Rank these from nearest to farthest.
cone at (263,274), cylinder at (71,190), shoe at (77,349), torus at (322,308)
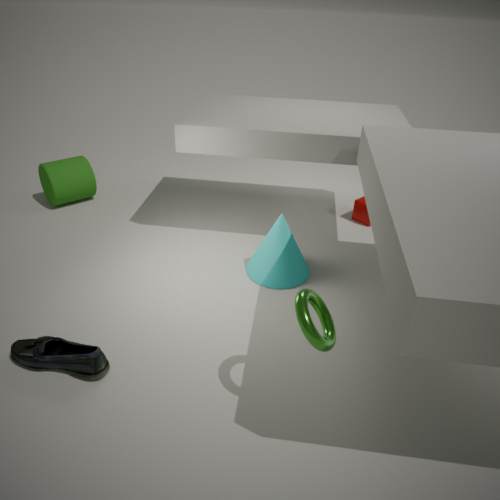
torus at (322,308), shoe at (77,349), cone at (263,274), cylinder at (71,190)
